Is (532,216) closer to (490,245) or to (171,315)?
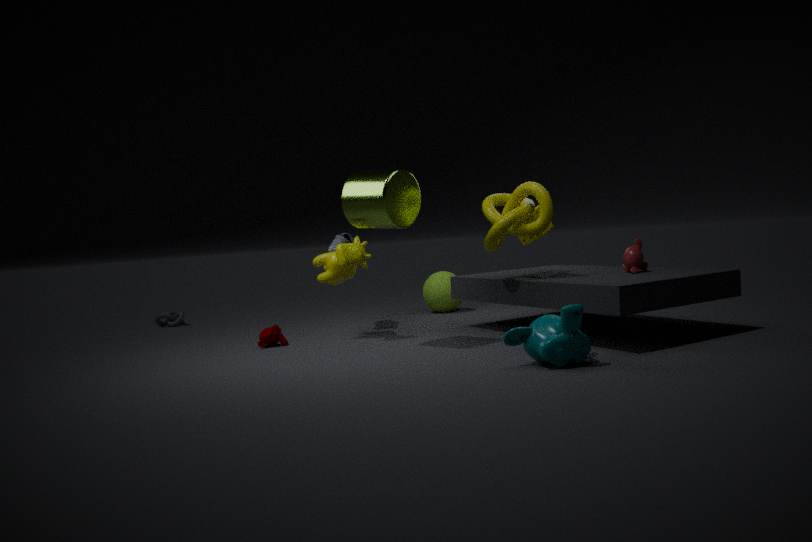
(490,245)
